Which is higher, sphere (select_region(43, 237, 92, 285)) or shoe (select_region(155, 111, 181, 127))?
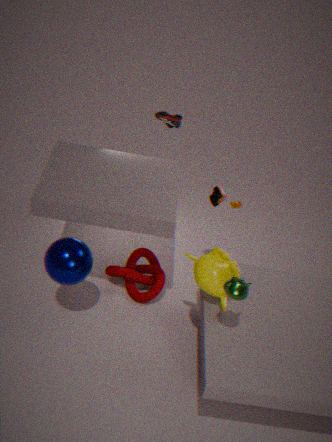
shoe (select_region(155, 111, 181, 127))
